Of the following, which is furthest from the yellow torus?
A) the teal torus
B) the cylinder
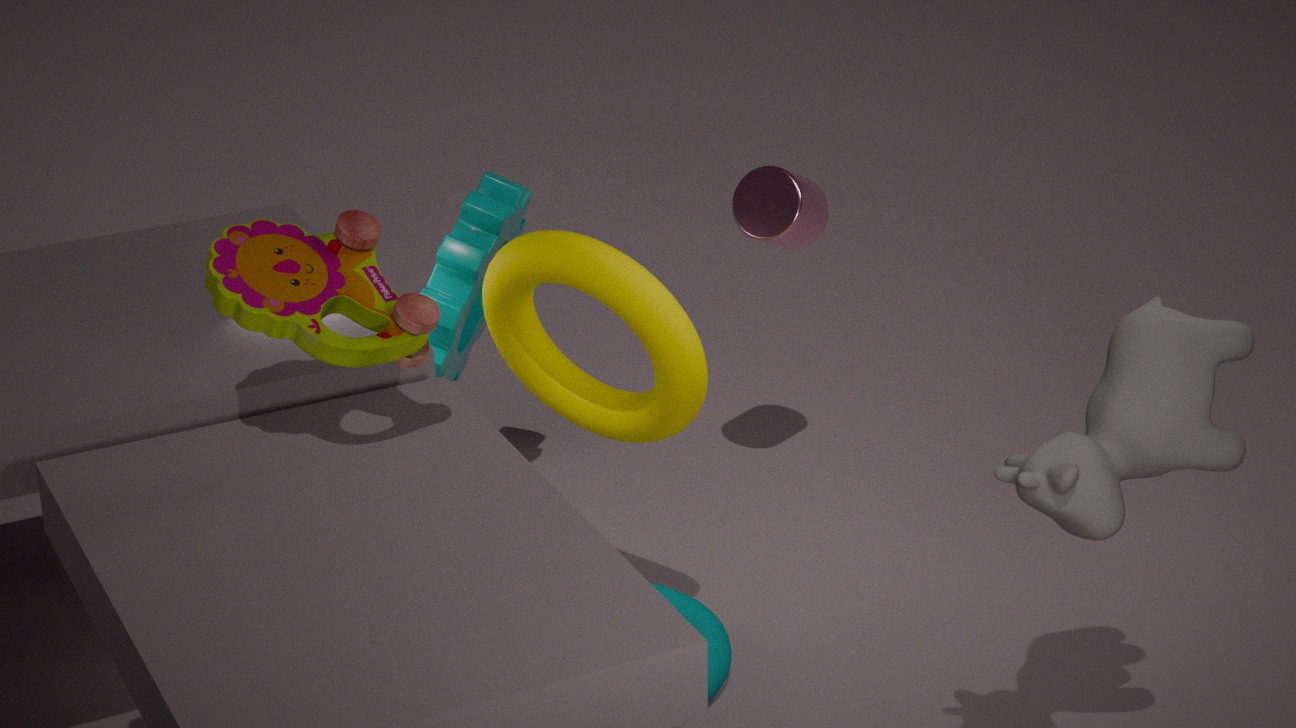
the cylinder
